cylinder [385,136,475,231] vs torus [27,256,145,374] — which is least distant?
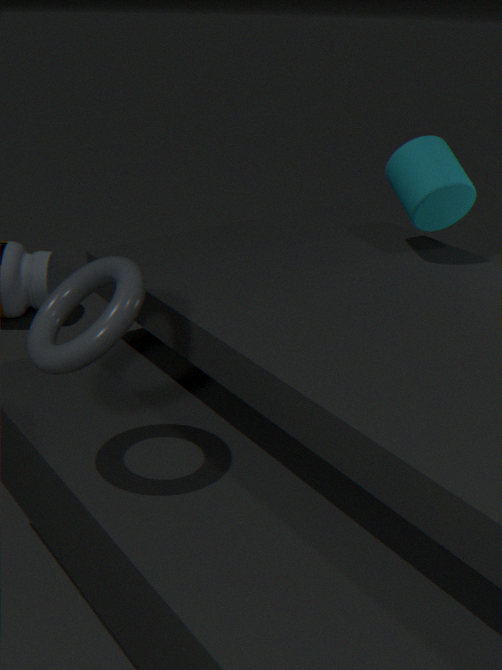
torus [27,256,145,374]
